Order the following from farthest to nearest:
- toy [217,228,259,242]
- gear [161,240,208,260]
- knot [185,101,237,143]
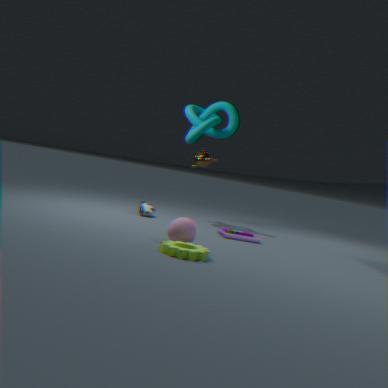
knot [185,101,237,143] < toy [217,228,259,242] < gear [161,240,208,260]
